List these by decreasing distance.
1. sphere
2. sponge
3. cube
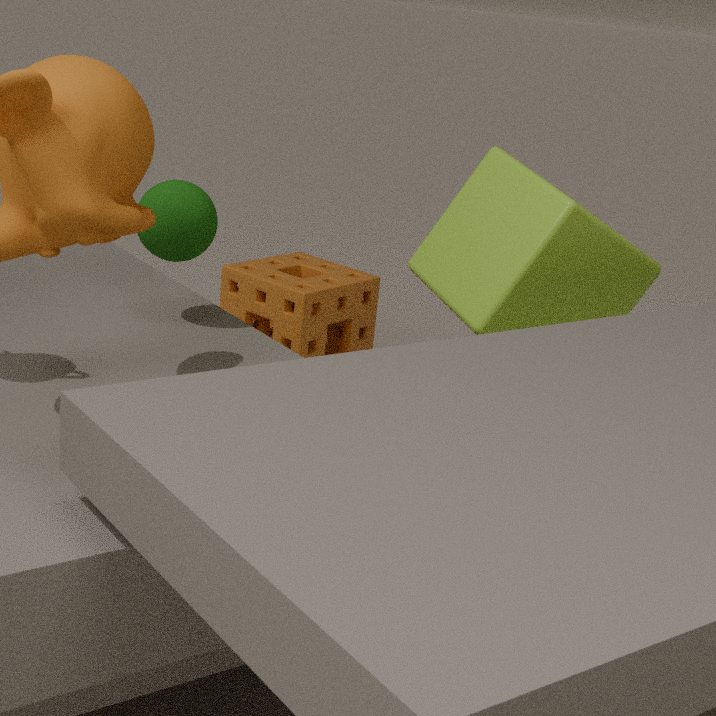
sponge < cube < sphere
